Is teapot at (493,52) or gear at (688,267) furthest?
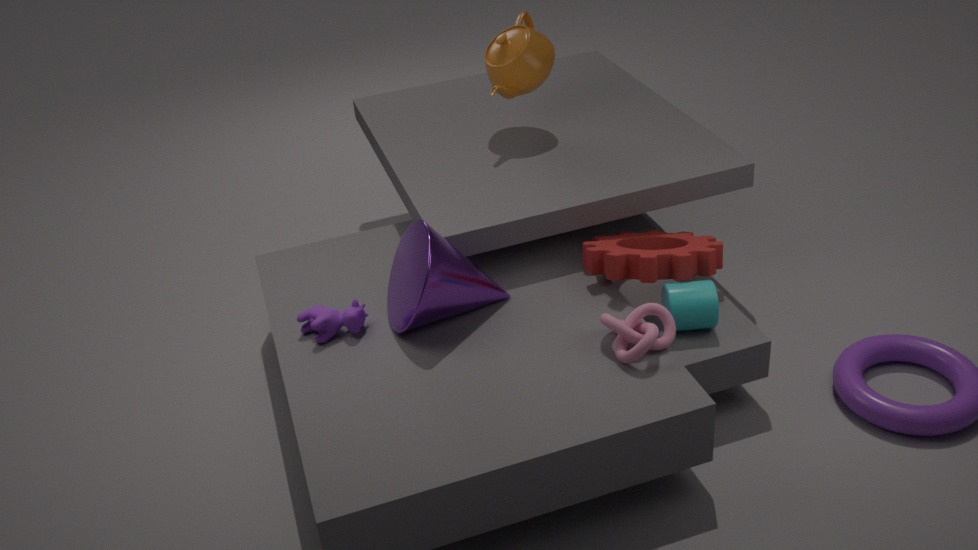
teapot at (493,52)
